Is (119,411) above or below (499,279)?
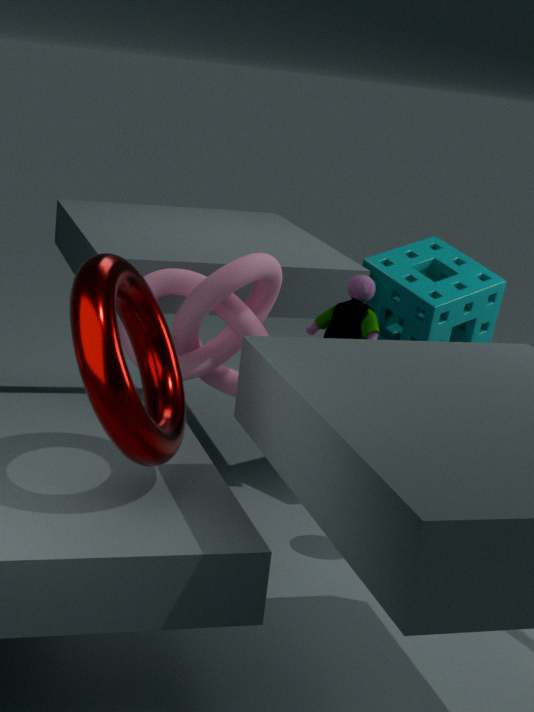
above
